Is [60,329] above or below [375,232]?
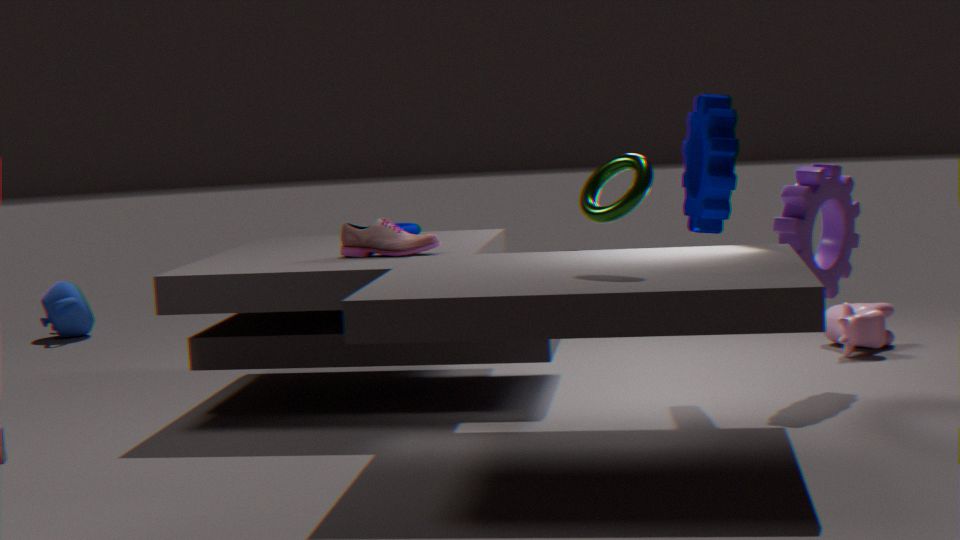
below
